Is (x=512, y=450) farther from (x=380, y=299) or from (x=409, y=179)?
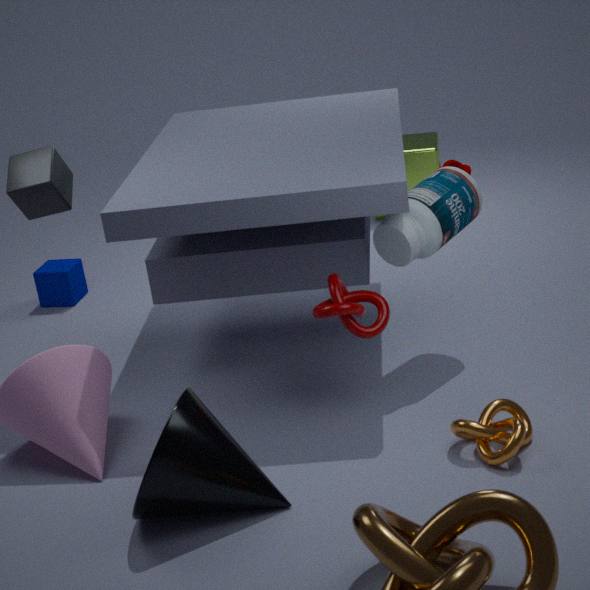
(x=409, y=179)
